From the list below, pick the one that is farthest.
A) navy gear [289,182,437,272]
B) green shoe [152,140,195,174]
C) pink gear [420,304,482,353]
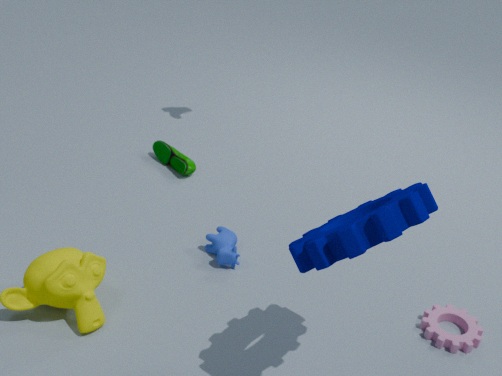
green shoe [152,140,195,174]
